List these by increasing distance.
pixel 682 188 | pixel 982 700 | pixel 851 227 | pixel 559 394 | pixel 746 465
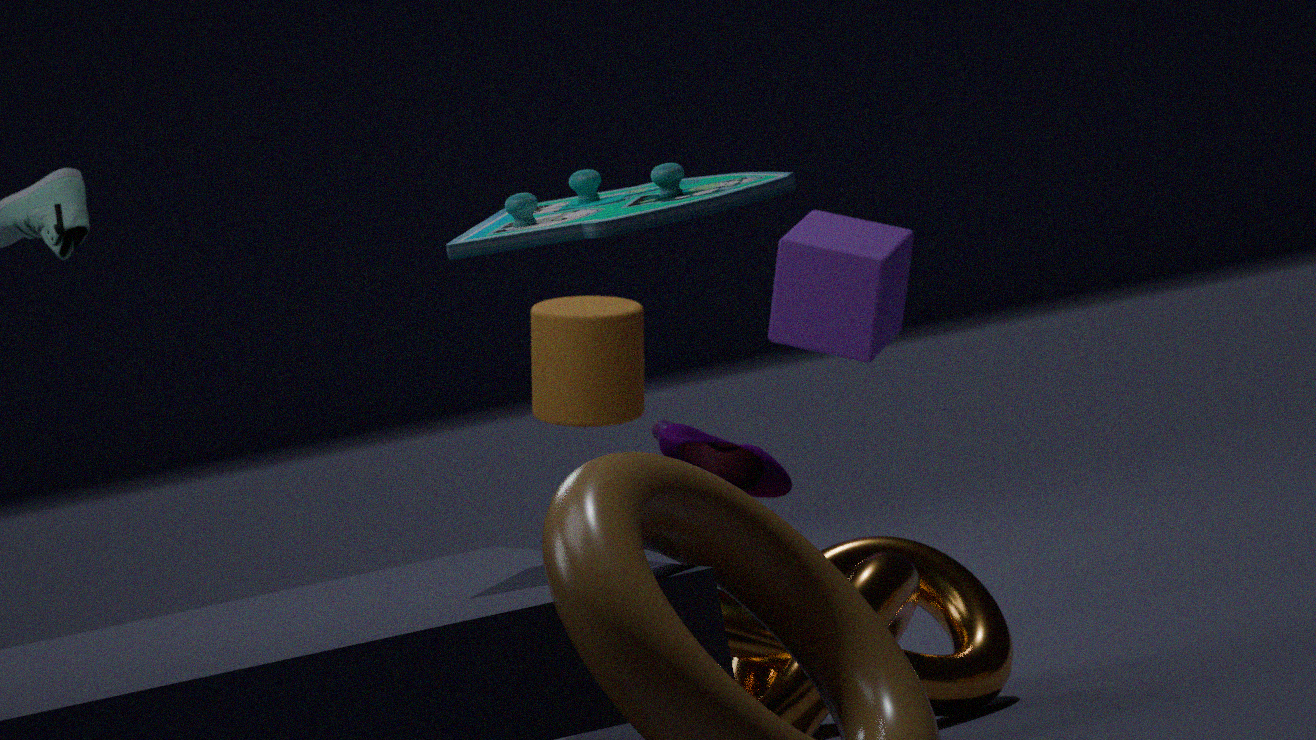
pixel 682 188, pixel 982 700, pixel 746 465, pixel 559 394, pixel 851 227
